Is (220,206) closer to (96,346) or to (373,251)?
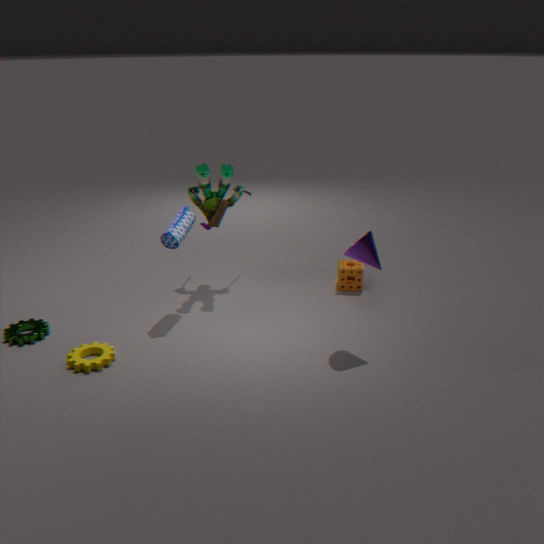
(373,251)
